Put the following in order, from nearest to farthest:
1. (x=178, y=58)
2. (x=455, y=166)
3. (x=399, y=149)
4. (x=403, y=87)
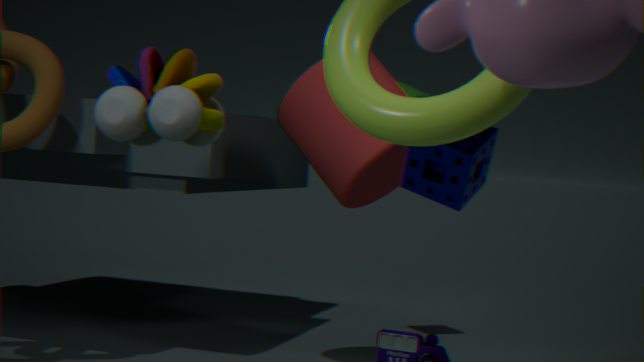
(x=178, y=58) → (x=455, y=166) → (x=399, y=149) → (x=403, y=87)
